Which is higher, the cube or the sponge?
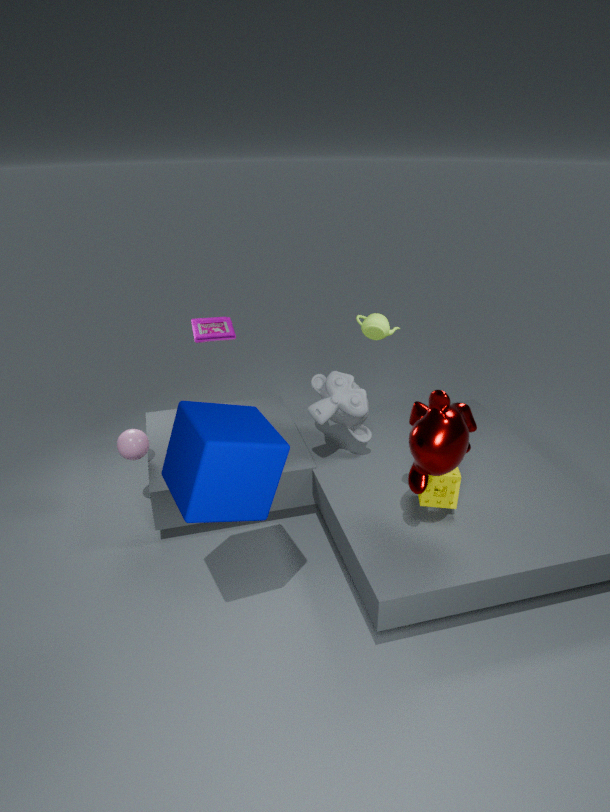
the cube
